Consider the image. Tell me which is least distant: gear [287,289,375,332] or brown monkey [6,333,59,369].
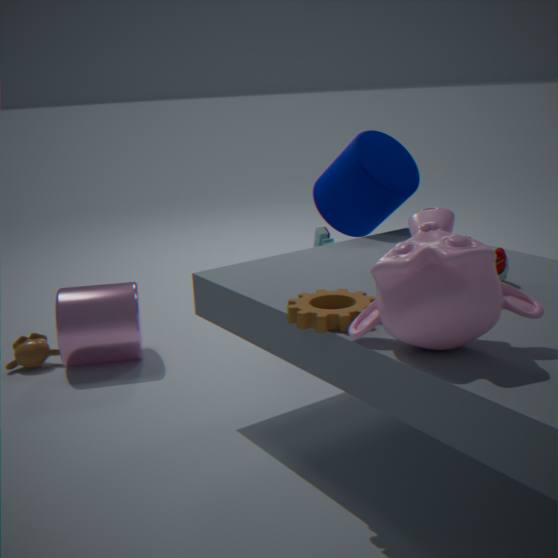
gear [287,289,375,332]
